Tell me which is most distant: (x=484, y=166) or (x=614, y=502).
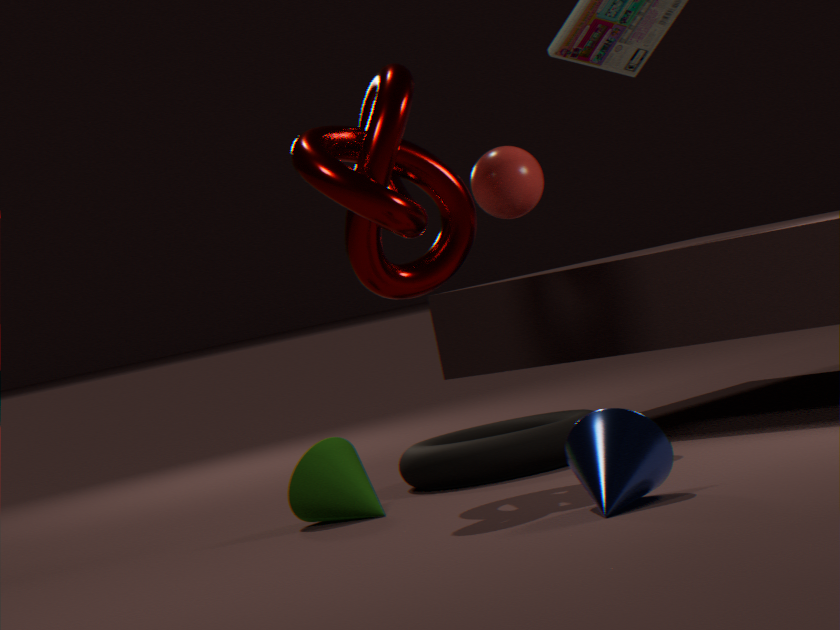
(x=484, y=166)
